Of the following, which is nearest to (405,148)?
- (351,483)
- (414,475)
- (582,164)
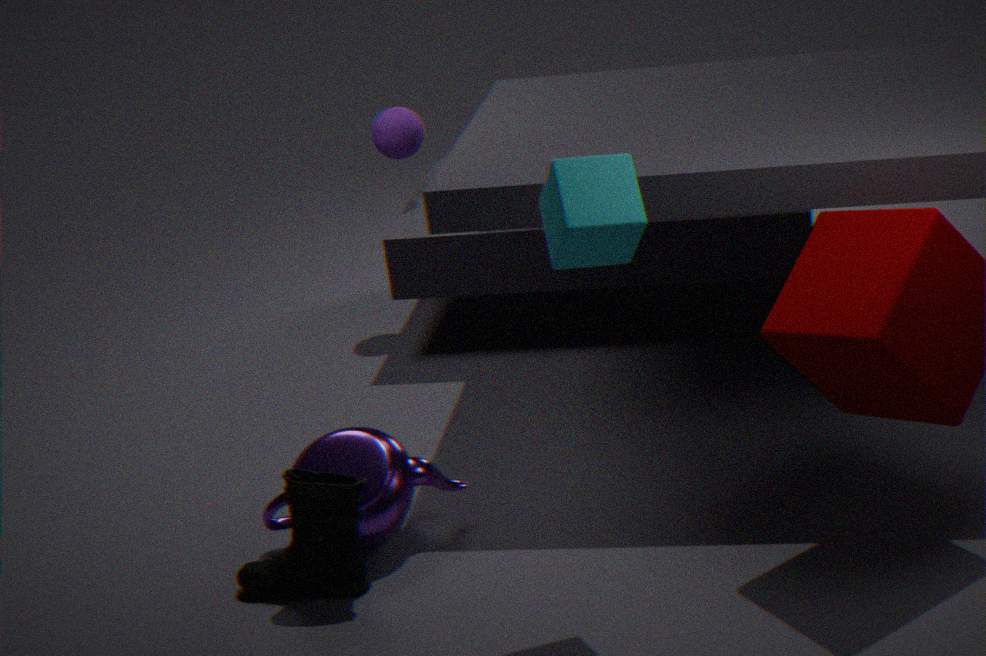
(414,475)
